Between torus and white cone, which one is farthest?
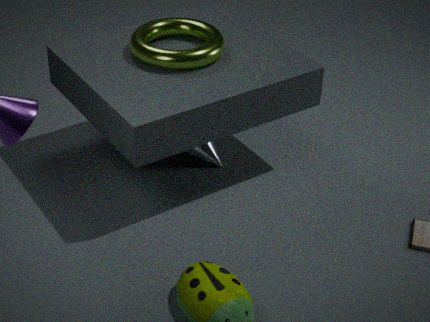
white cone
